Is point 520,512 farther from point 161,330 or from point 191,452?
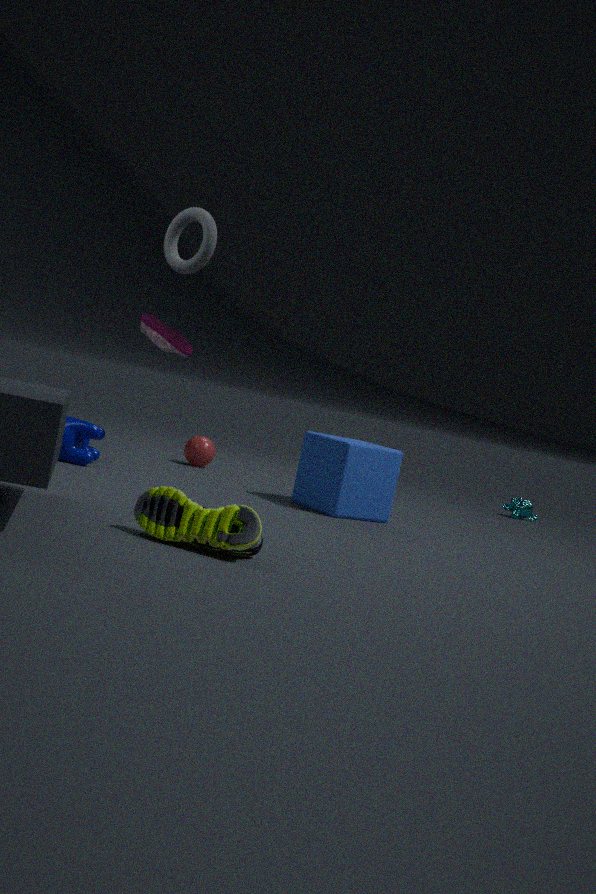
point 161,330
